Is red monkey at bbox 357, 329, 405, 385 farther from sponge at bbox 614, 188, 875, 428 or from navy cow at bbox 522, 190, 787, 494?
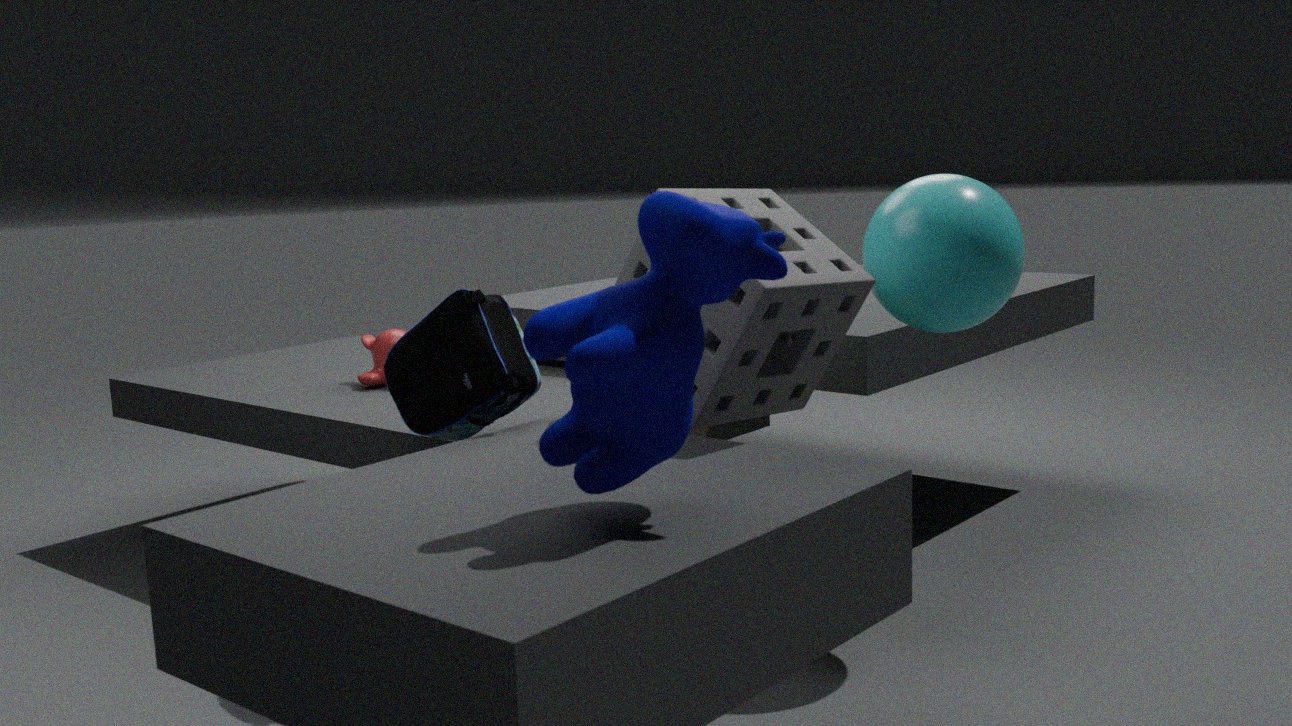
navy cow at bbox 522, 190, 787, 494
